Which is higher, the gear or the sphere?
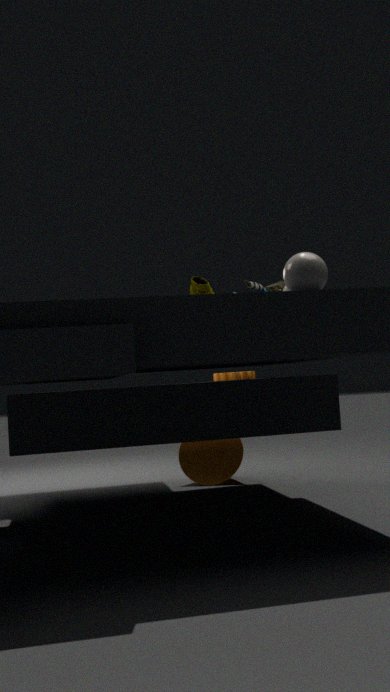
the sphere
